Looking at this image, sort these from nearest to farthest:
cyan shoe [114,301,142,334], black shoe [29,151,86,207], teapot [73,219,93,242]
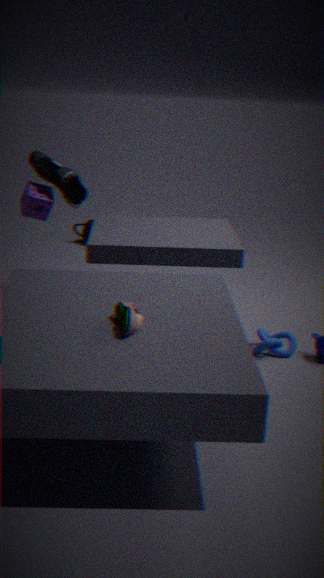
cyan shoe [114,301,142,334]
black shoe [29,151,86,207]
teapot [73,219,93,242]
